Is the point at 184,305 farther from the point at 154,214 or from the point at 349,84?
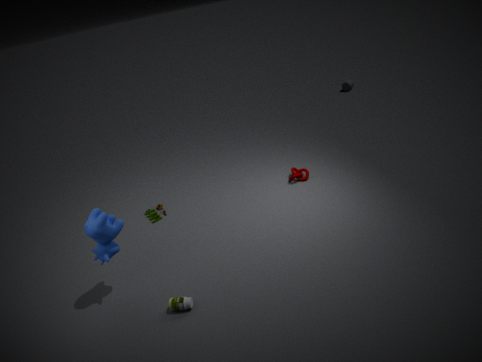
the point at 349,84
